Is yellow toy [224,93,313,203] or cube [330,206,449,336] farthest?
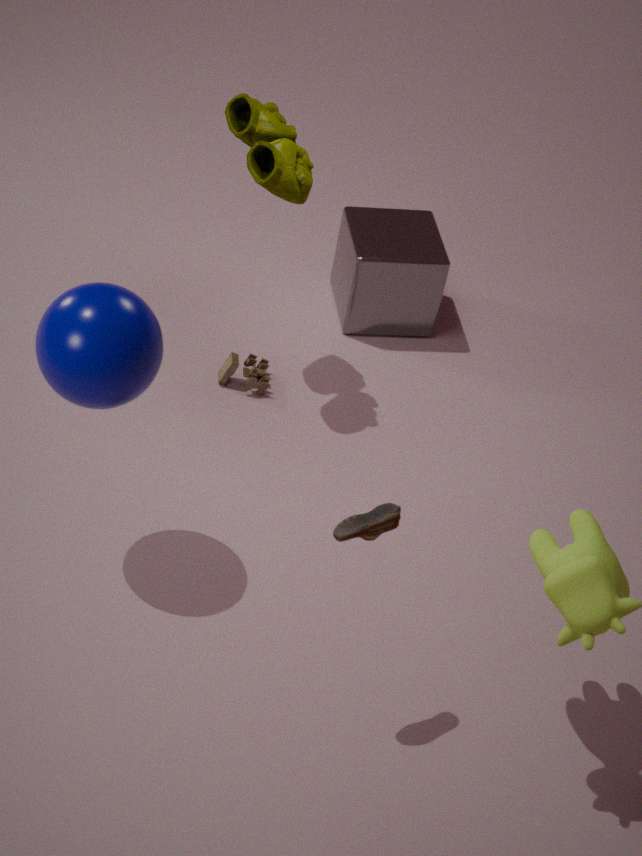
cube [330,206,449,336]
